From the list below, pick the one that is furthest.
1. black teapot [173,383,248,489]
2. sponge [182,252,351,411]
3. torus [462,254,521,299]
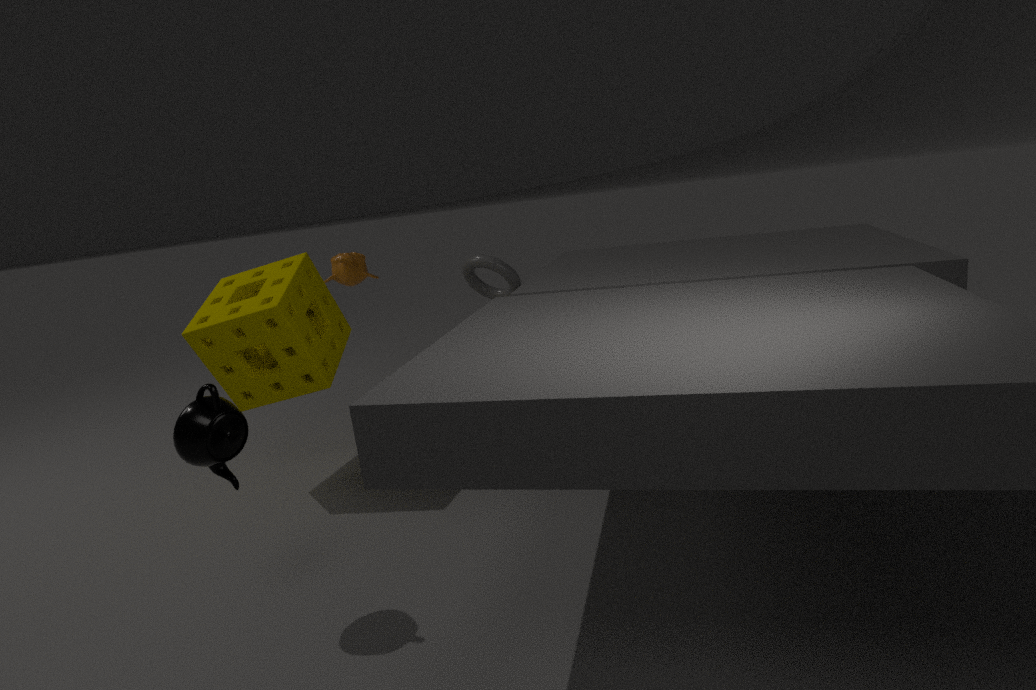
torus [462,254,521,299]
